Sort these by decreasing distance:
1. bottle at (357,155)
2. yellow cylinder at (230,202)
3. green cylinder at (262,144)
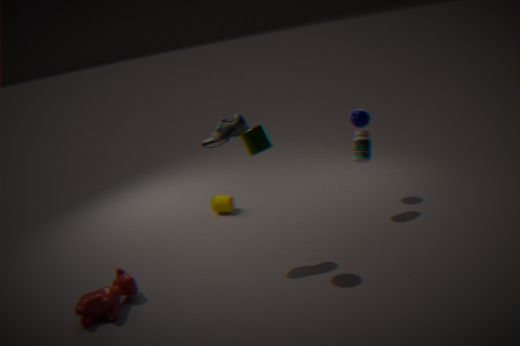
yellow cylinder at (230,202) → bottle at (357,155) → green cylinder at (262,144)
